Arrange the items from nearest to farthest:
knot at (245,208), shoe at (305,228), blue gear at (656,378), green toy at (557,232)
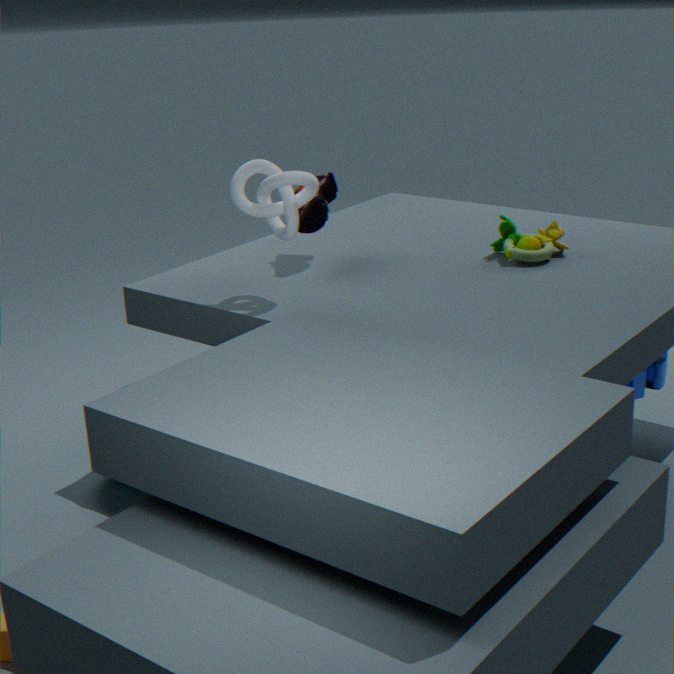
knot at (245,208) → blue gear at (656,378) → shoe at (305,228) → green toy at (557,232)
